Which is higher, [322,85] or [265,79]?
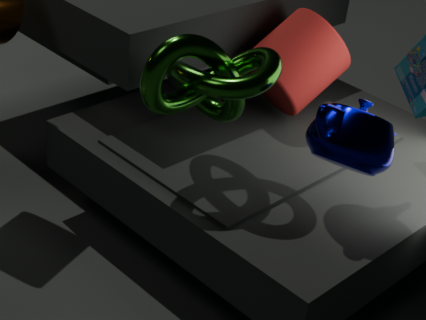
[265,79]
